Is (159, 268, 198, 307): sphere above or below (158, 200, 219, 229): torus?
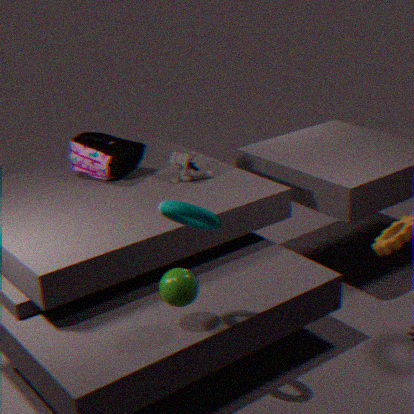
below
